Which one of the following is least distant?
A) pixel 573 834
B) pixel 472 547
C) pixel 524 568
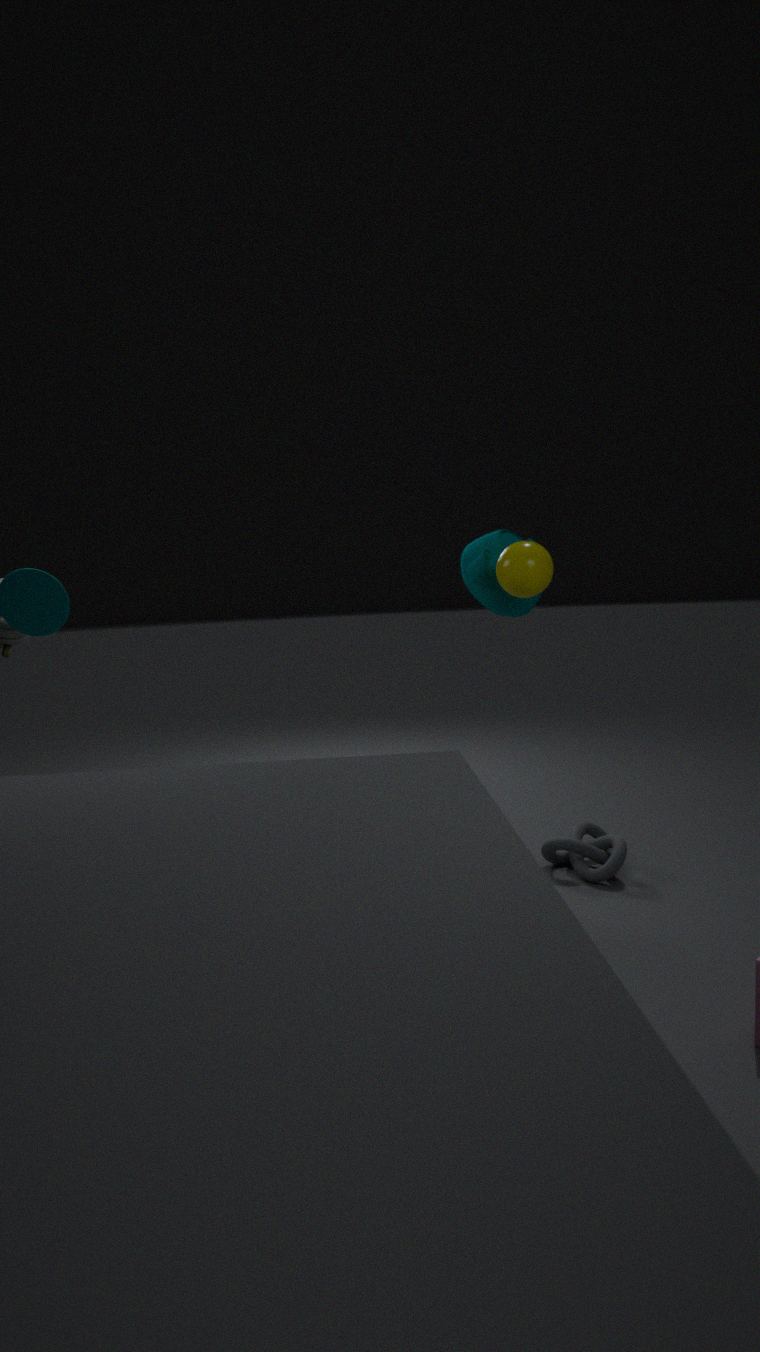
pixel 524 568
